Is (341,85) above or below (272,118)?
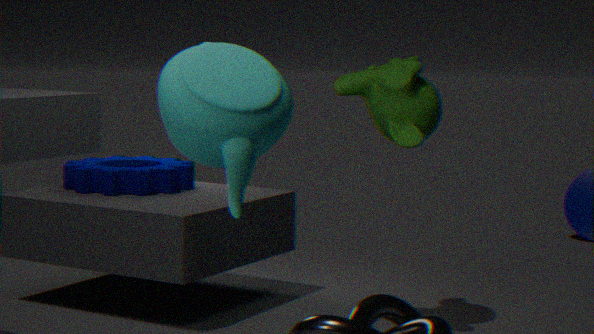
below
